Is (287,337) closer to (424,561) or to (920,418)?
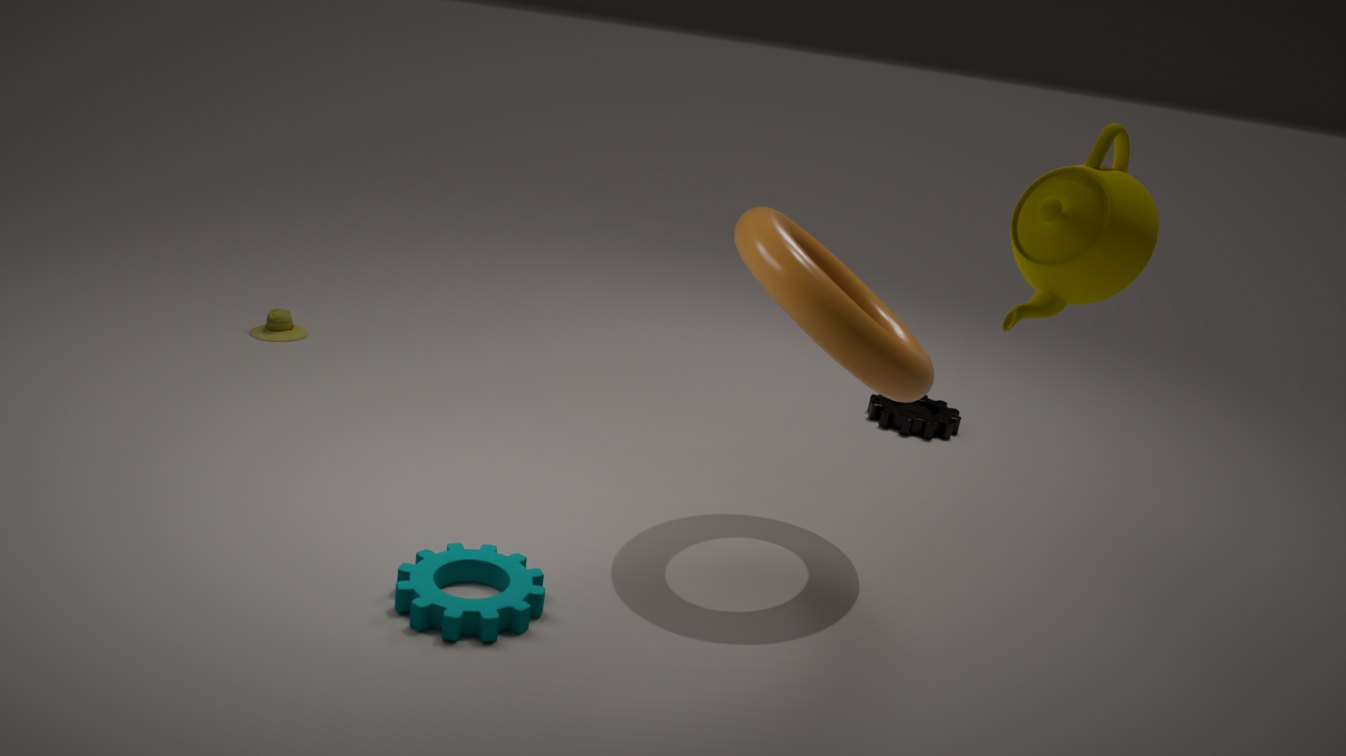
(424,561)
